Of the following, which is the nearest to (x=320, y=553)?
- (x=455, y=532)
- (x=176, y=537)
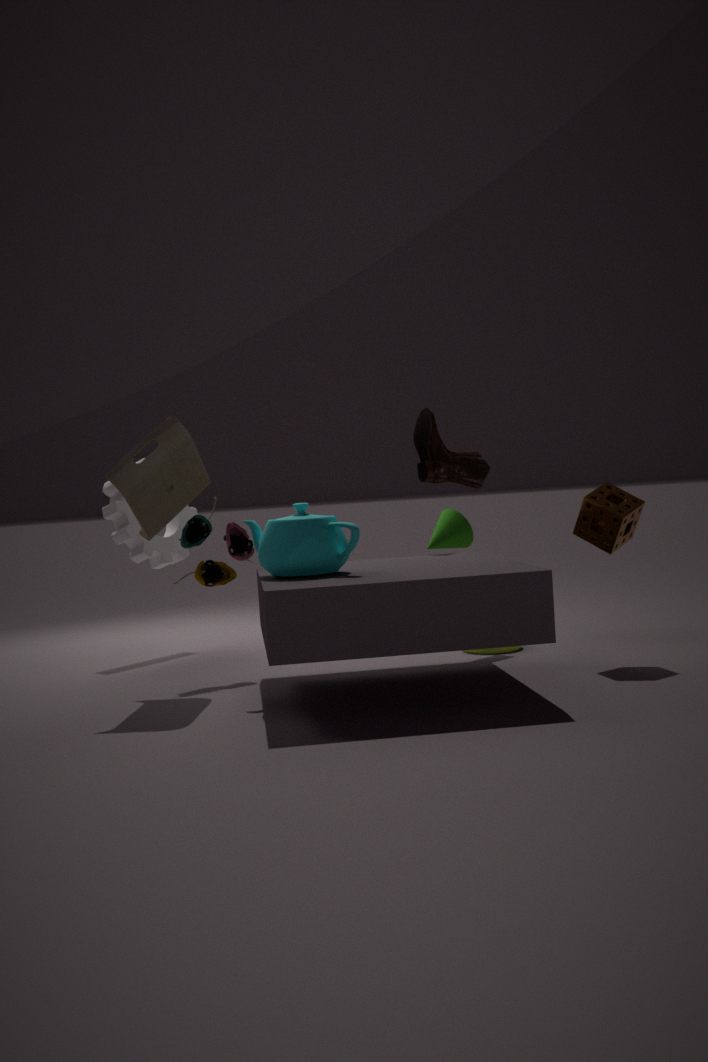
(x=455, y=532)
